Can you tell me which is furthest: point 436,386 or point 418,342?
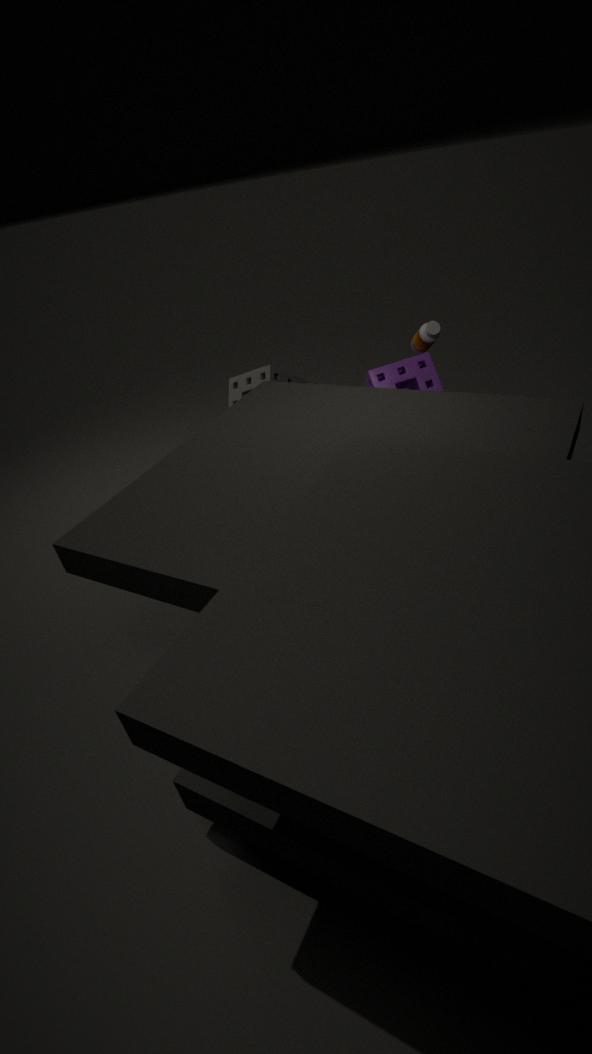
point 418,342
